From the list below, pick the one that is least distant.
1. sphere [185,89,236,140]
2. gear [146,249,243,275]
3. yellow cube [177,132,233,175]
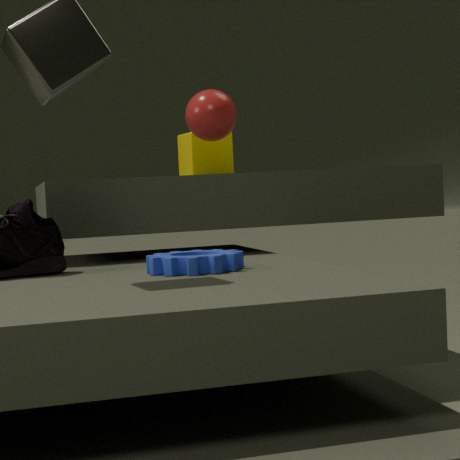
gear [146,249,243,275]
